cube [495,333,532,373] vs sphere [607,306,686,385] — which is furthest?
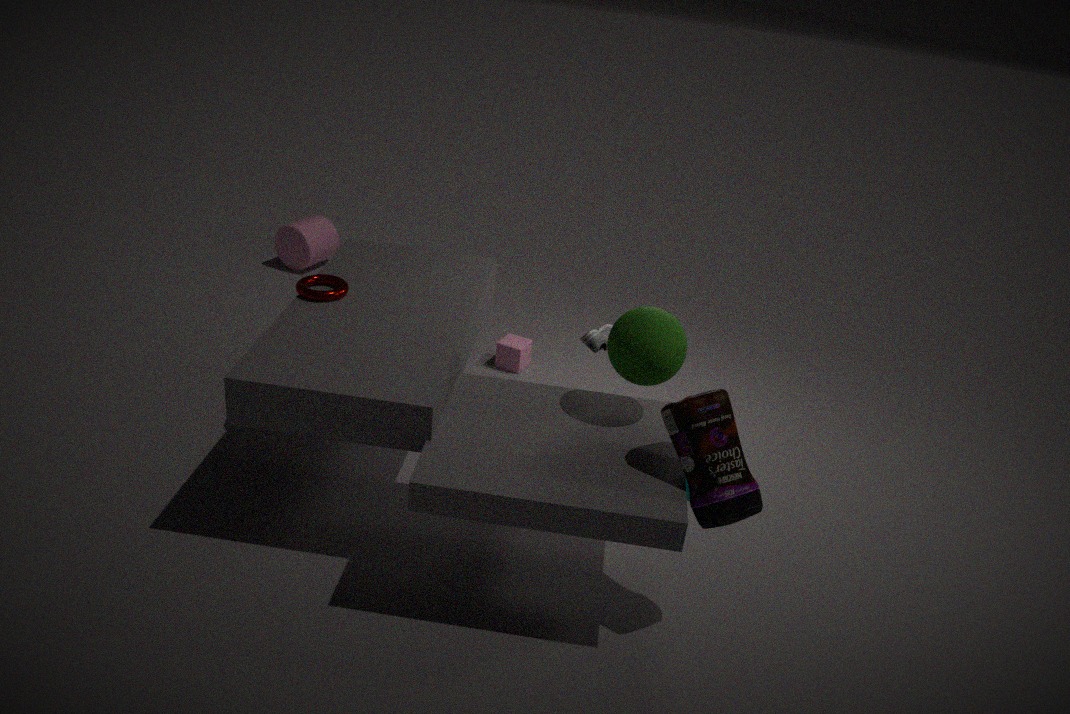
cube [495,333,532,373]
